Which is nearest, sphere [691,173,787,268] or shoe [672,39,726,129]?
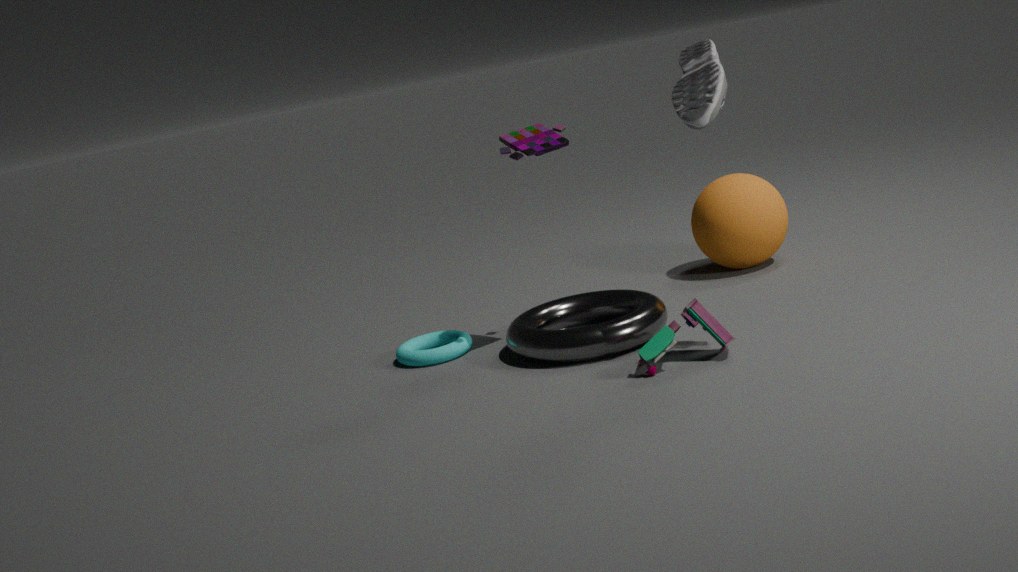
shoe [672,39,726,129]
